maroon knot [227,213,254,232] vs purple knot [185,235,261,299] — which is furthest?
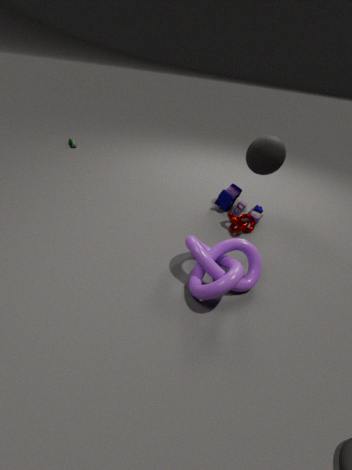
maroon knot [227,213,254,232]
